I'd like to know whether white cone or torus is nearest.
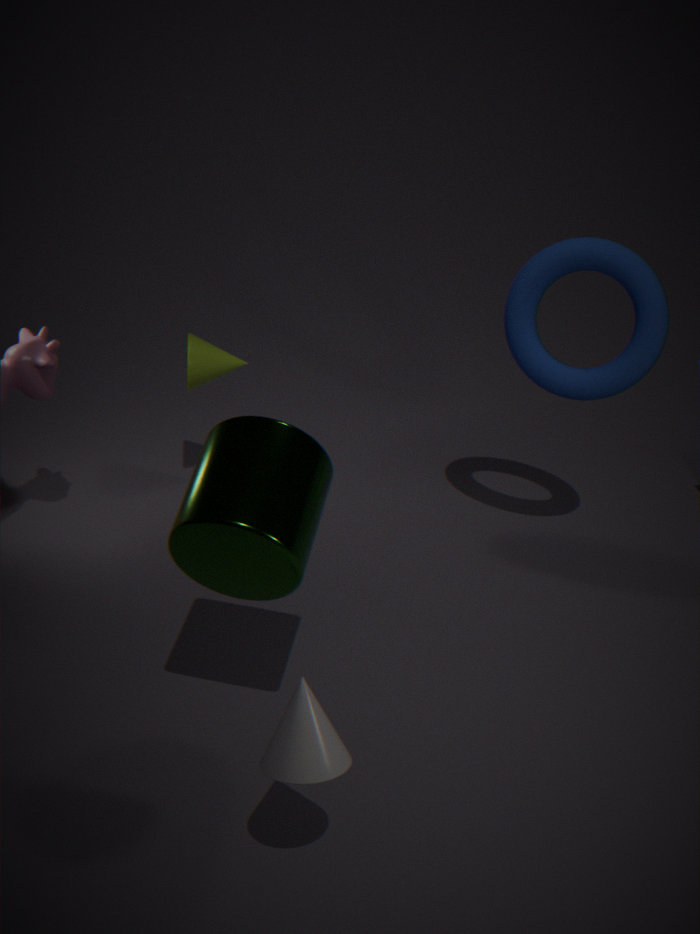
A: white cone
